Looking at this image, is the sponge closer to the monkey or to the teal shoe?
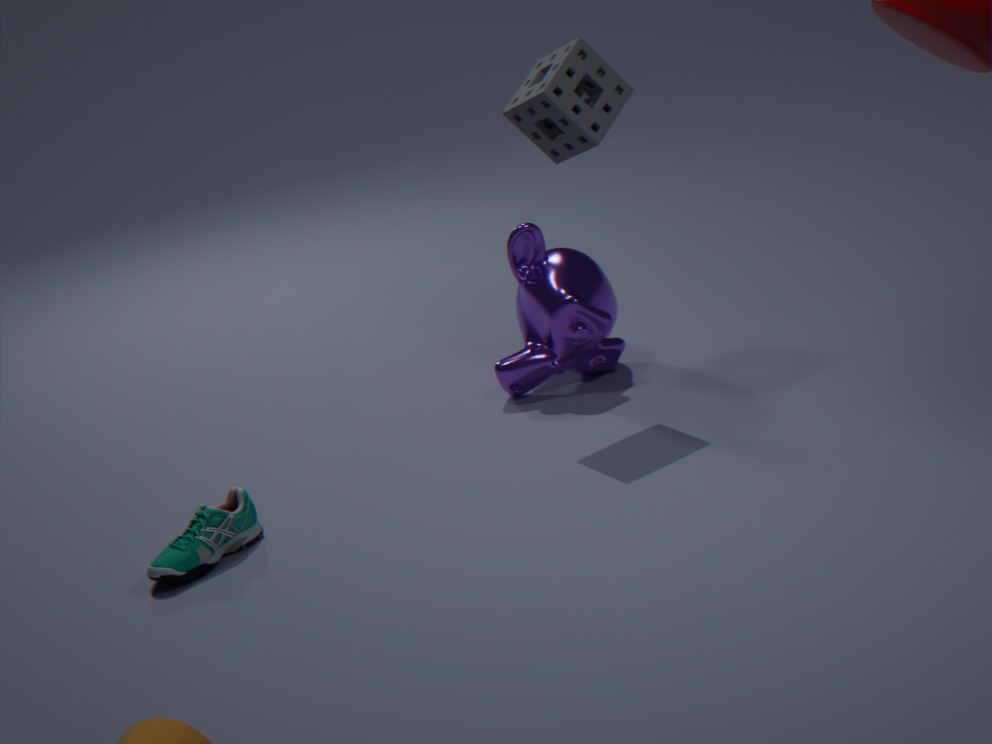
the monkey
